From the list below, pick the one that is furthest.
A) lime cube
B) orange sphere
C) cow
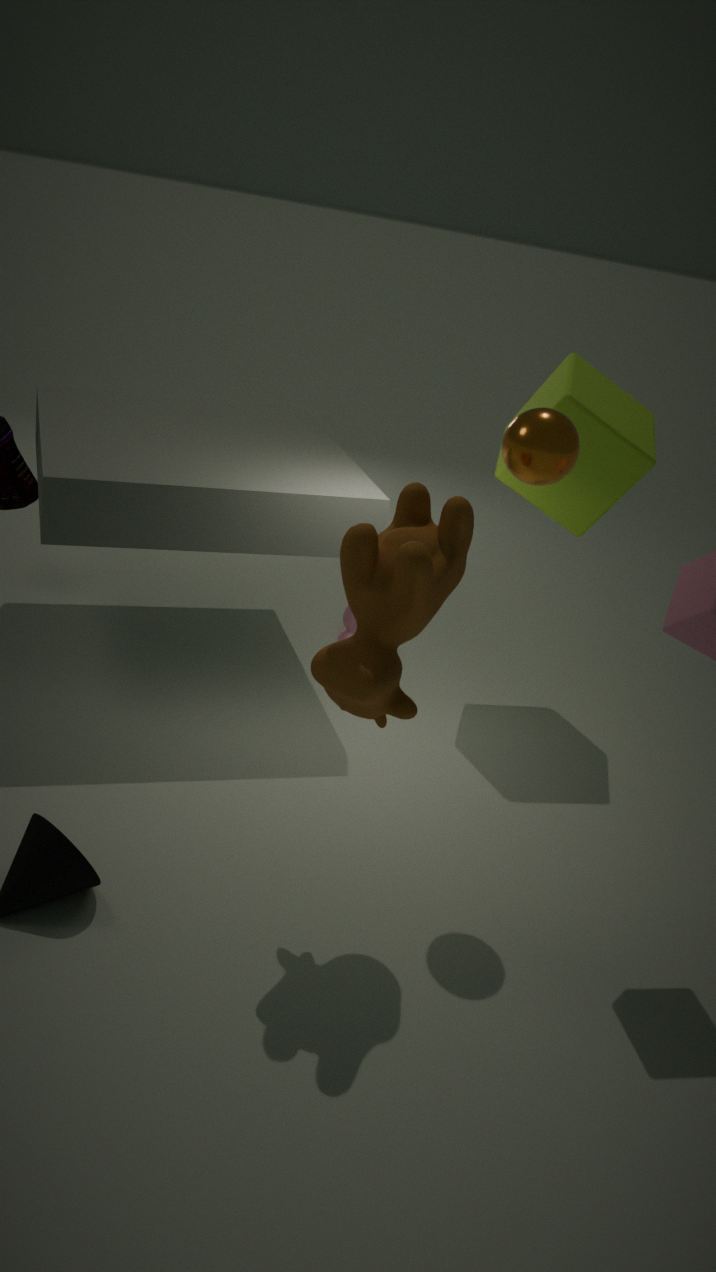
lime cube
